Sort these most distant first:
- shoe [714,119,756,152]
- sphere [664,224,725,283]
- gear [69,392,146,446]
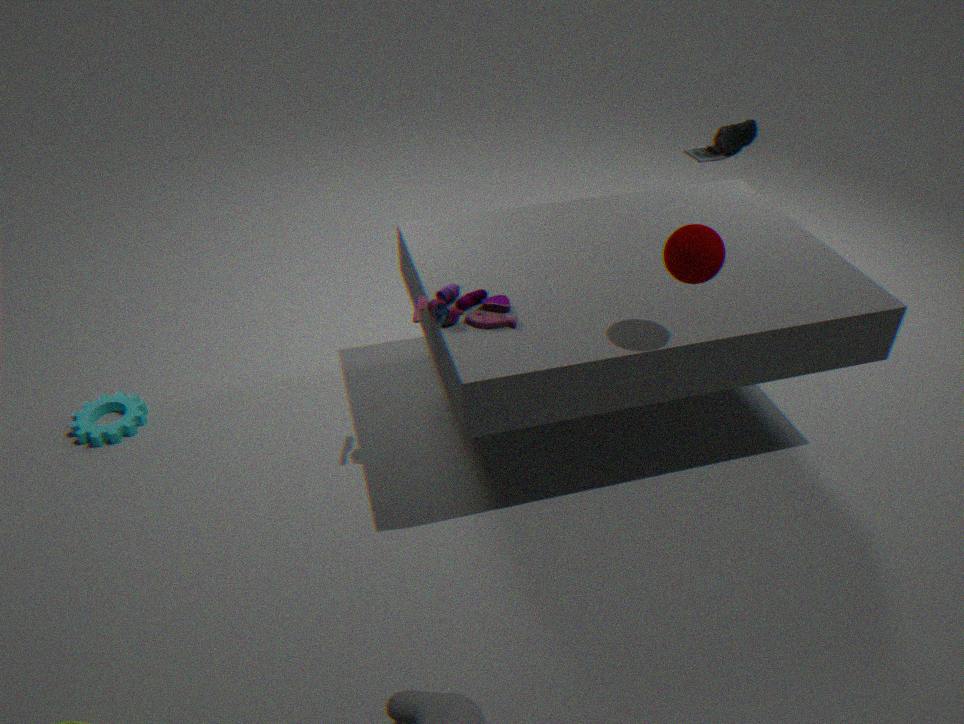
shoe [714,119,756,152] → gear [69,392,146,446] → sphere [664,224,725,283]
